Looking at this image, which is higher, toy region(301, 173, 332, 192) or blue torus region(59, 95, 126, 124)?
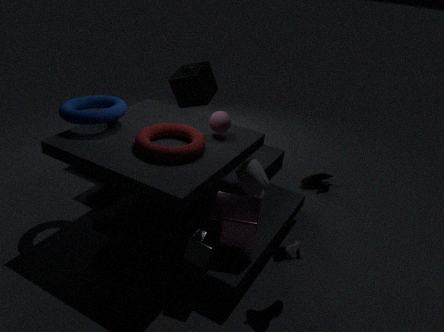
blue torus region(59, 95, 126, 124)
